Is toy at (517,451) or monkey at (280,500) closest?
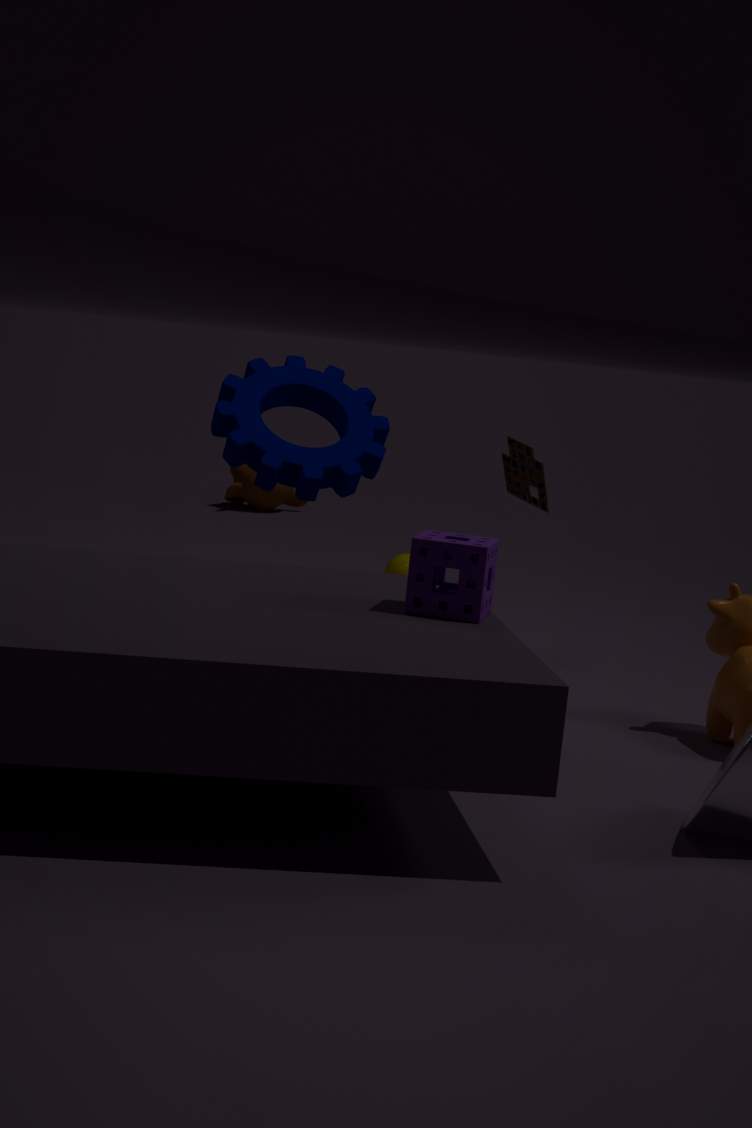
toy at (517,451)
